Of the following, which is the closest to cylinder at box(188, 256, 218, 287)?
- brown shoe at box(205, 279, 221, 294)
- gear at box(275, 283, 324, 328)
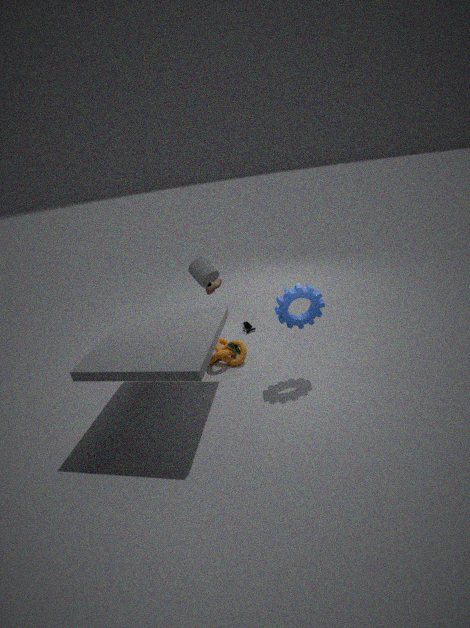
brown shoe at box(205, 279, 221, 294)
